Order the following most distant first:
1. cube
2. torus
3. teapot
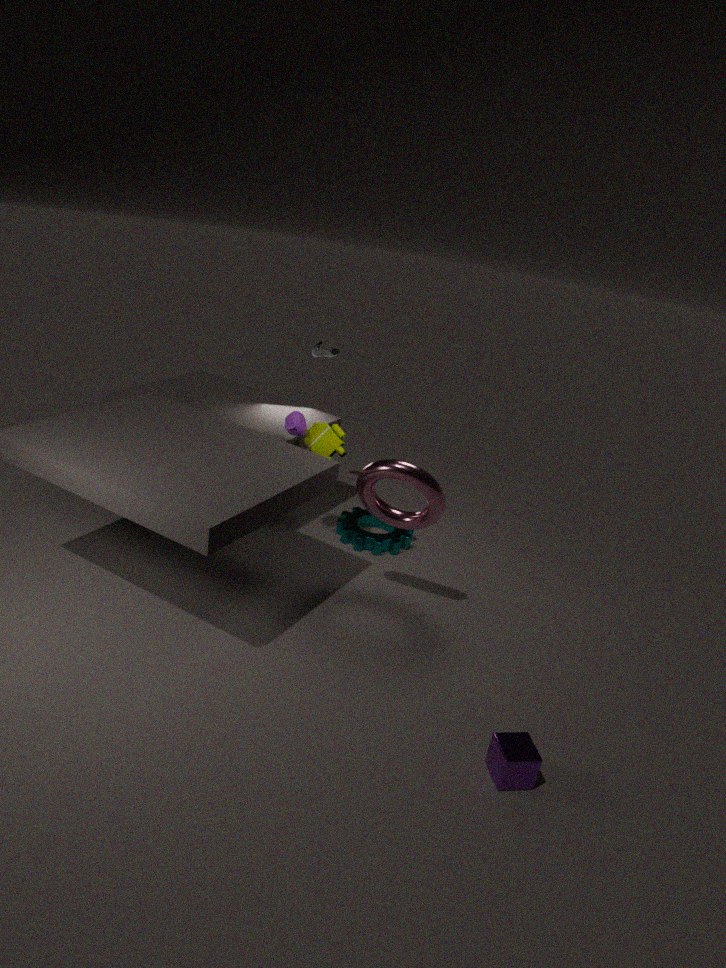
teapot < torus < cube
